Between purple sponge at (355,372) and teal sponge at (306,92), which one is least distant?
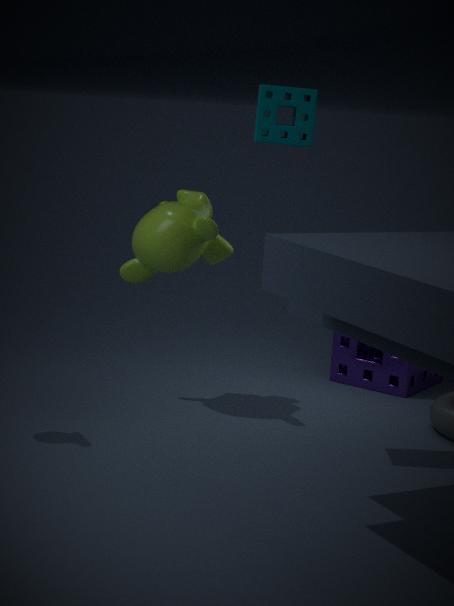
teal sponge at (306,92)
